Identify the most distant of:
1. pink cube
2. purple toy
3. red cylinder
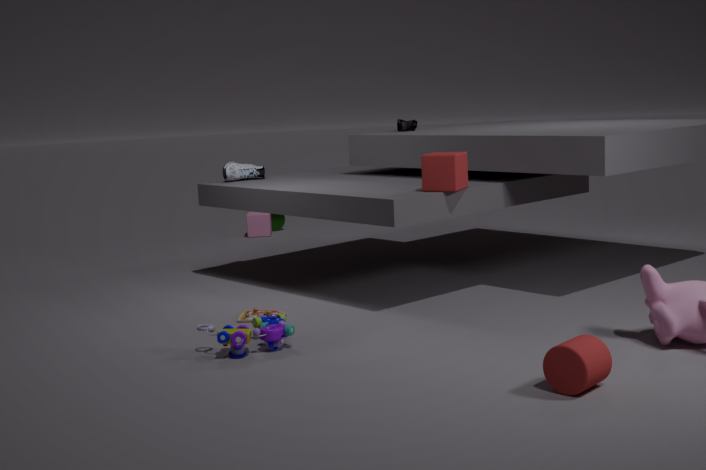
pink cube
